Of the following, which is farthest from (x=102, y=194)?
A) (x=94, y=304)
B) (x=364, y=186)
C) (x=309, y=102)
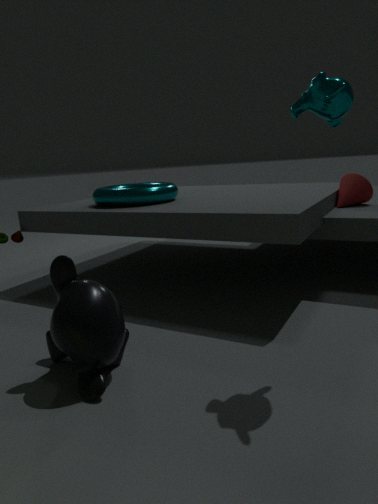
(x=309, y=102)
